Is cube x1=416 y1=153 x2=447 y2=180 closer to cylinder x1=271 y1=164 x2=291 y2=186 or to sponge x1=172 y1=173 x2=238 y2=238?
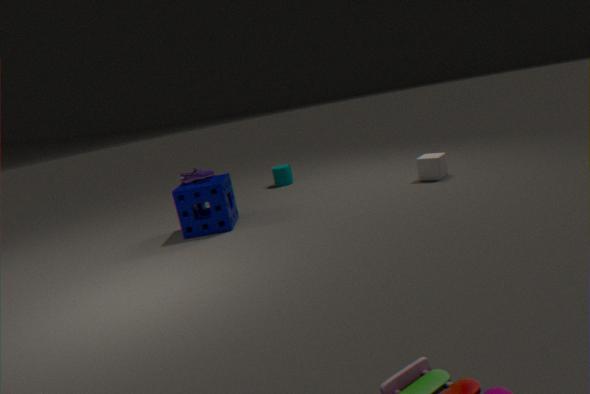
cylinder x1=271 y1=164 x2=291 y2=186
